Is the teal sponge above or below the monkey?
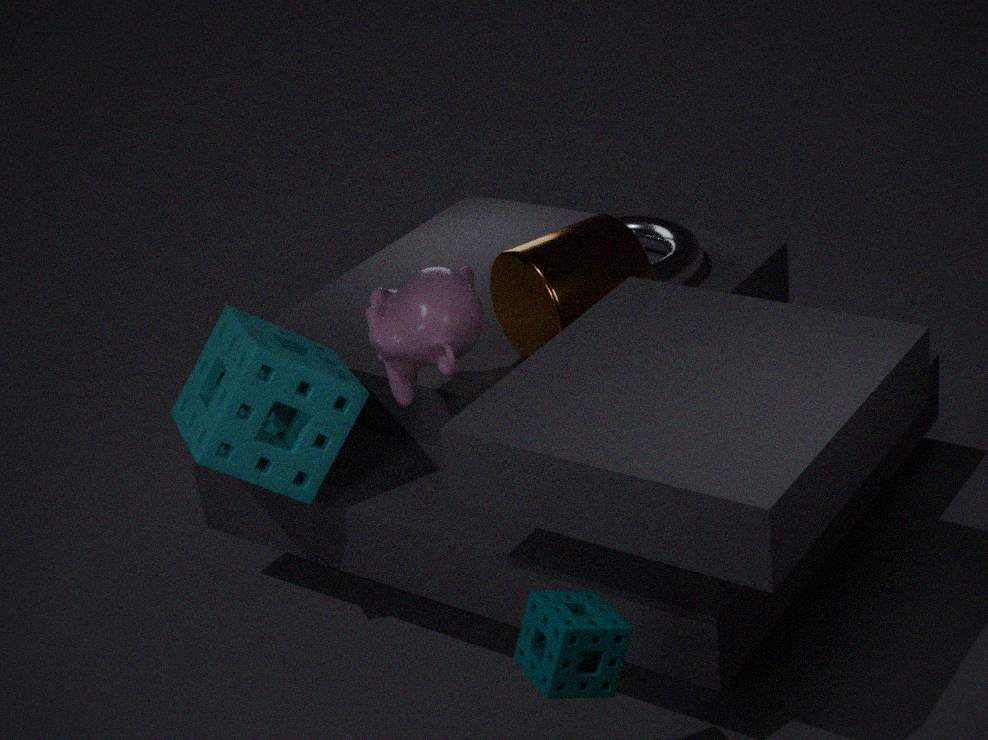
below
